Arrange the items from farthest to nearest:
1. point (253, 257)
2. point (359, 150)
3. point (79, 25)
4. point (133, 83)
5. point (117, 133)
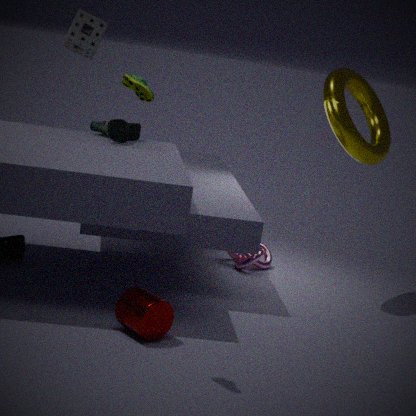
1. point (79, 25)
2. point (253, 257)
3. point (117, 133)
4. point (359, 150)
5. point (133, 83)
